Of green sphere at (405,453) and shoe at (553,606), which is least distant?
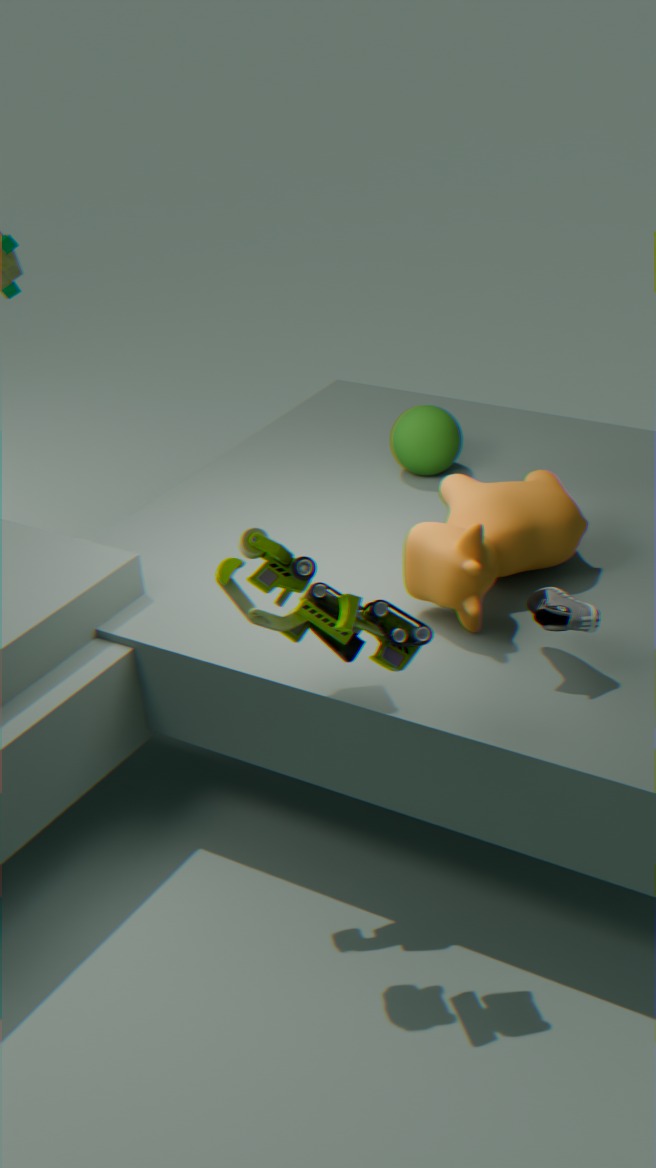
shoe at (553,606)
